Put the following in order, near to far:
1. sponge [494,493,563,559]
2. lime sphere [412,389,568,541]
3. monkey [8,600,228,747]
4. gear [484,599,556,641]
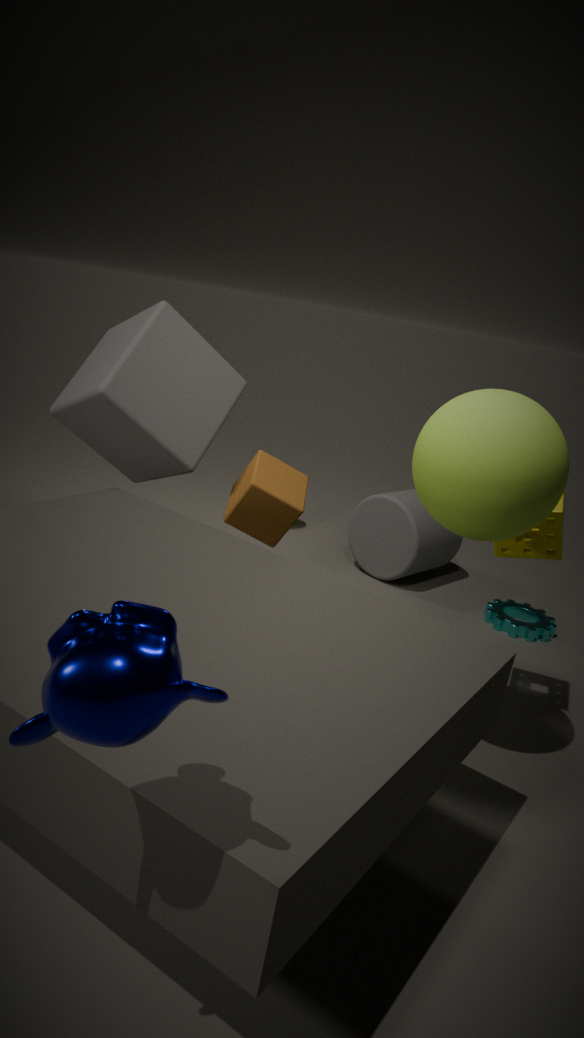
monkey [8,600,228,747]
lime sphere [412,389,568,541]
sponge [494,493,563,559]
gear [484,599,556,641]
